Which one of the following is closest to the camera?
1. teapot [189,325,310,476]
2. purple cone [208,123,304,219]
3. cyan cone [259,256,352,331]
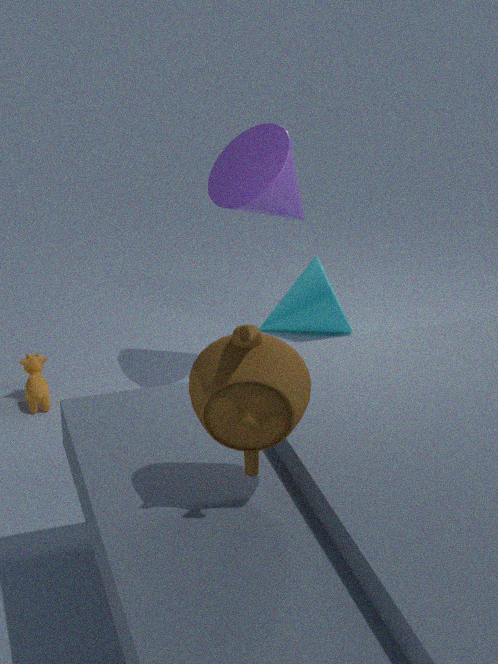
teapot [189,325,310,476]
